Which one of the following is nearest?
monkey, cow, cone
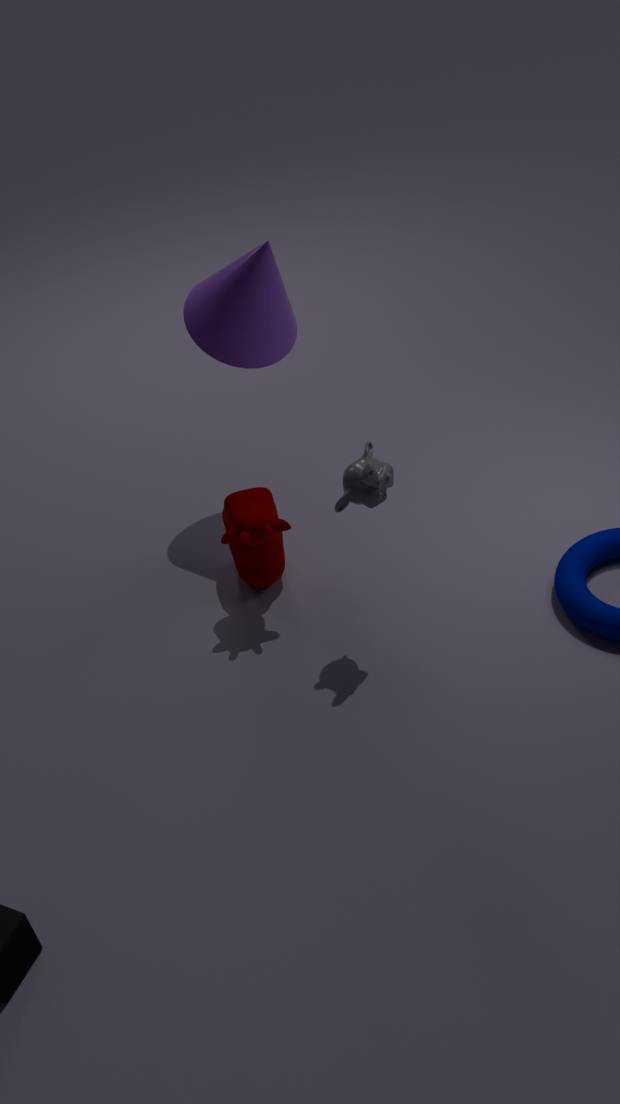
monkey
